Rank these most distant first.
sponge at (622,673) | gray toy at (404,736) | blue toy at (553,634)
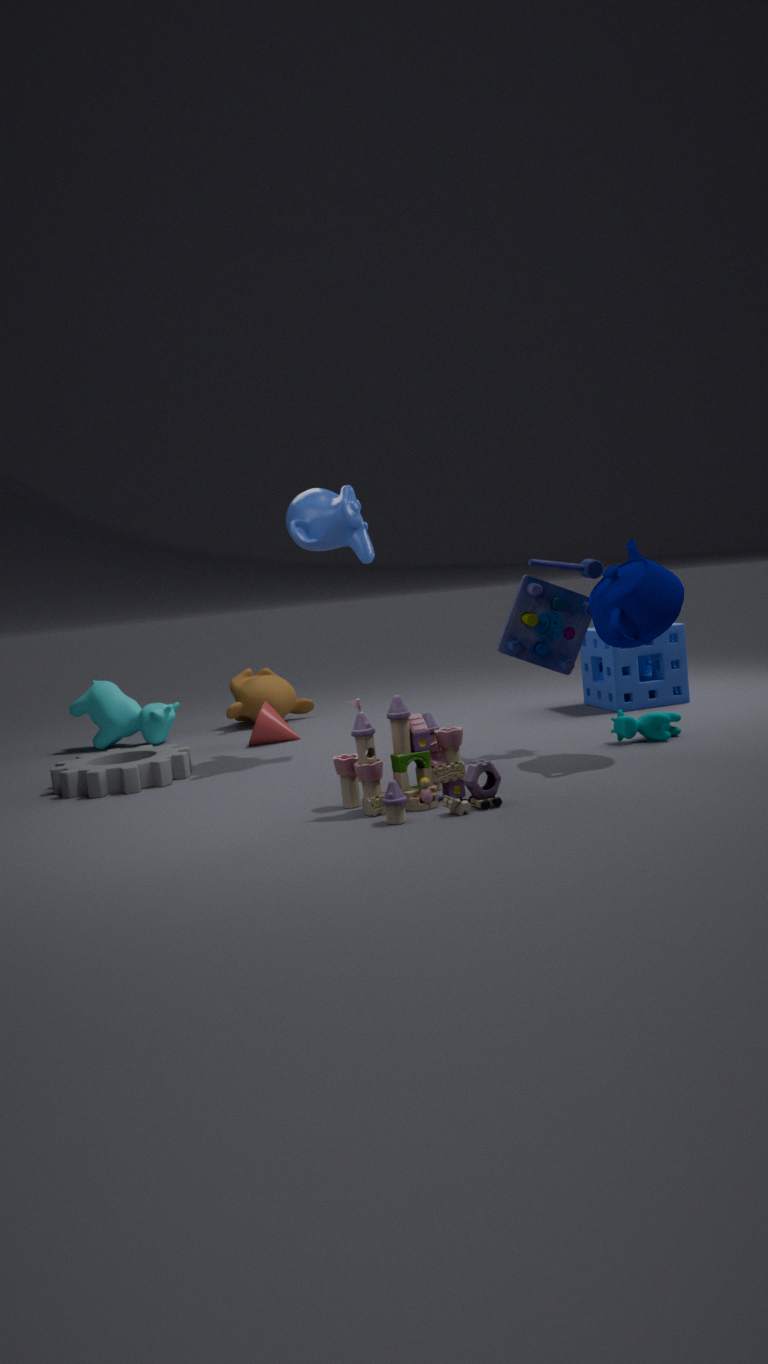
sponge at (622,673)
blue toy at (553,634)
gray toy at (404,736)
